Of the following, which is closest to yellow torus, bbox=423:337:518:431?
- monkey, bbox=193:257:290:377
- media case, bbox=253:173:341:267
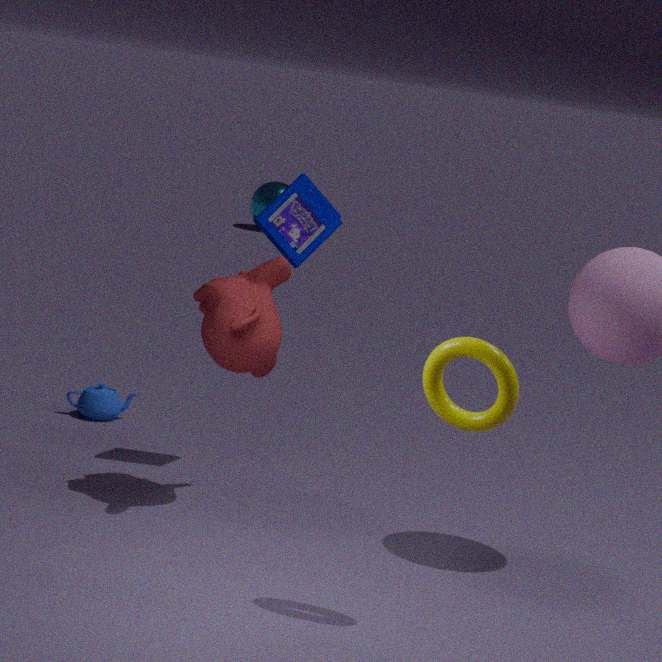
monkey, bbox=193:257:290:377
